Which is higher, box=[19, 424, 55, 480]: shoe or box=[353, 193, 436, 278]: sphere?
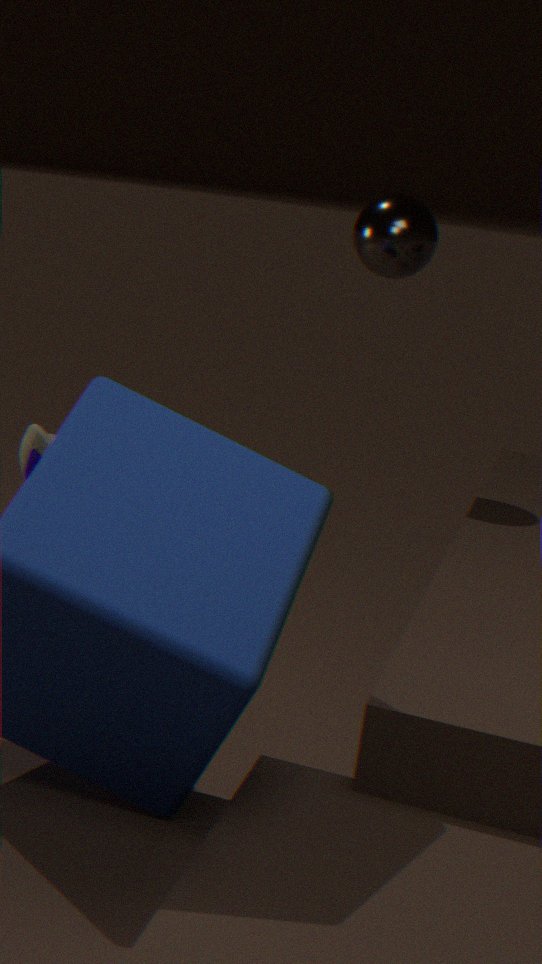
box=[353, 193, 436, 278]: sphere
